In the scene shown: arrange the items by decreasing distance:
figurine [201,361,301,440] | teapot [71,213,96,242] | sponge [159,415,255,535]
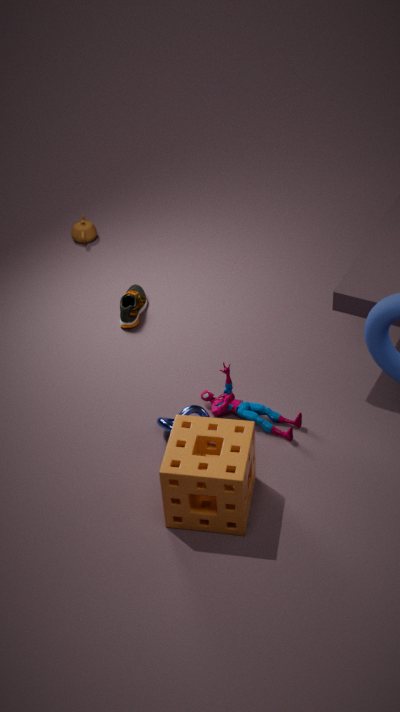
teapot [71,213,96,242], figurine [201,361,301,440], sponge [159,415,255,535]
